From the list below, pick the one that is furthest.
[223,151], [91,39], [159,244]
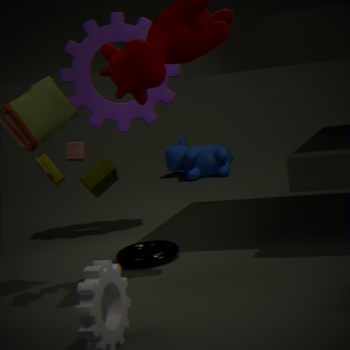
[223,151]
